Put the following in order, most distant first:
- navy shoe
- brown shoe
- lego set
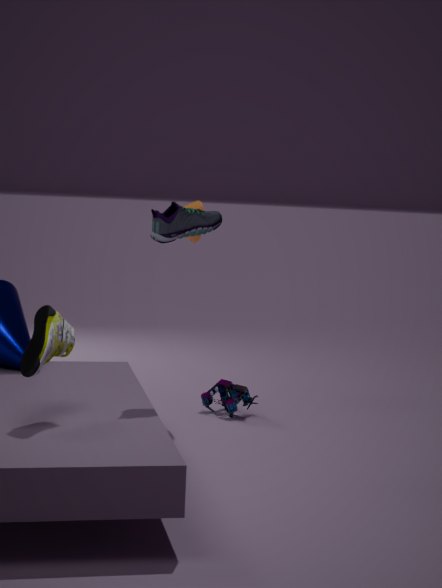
1. lego set
2. navy shoe
3. brown shoe
